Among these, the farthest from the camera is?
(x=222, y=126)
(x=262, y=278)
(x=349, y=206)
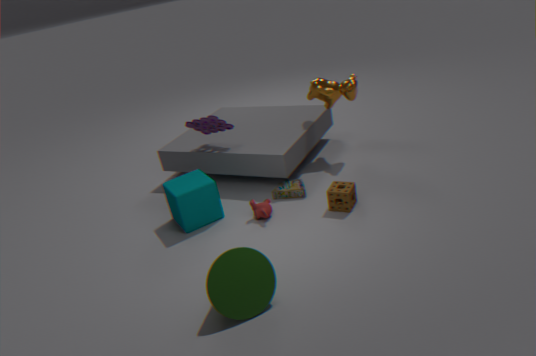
(x=222, y=126)
